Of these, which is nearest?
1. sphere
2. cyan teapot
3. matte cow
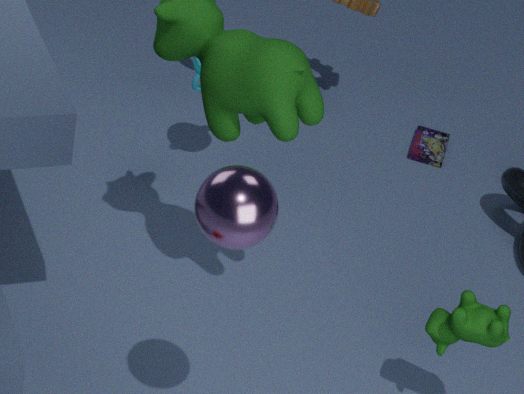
sphere
